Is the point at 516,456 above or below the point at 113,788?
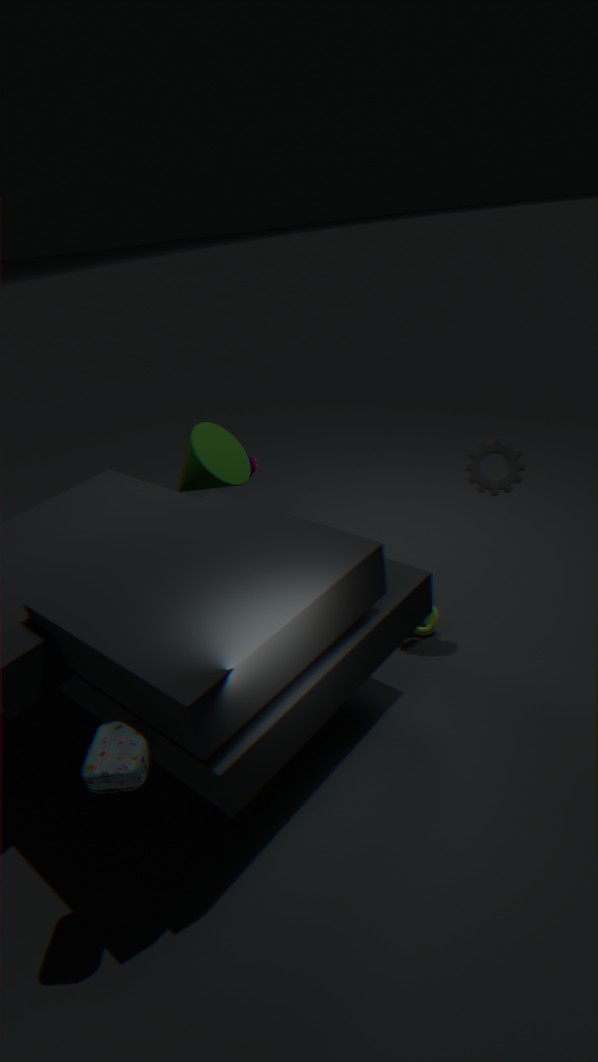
above
